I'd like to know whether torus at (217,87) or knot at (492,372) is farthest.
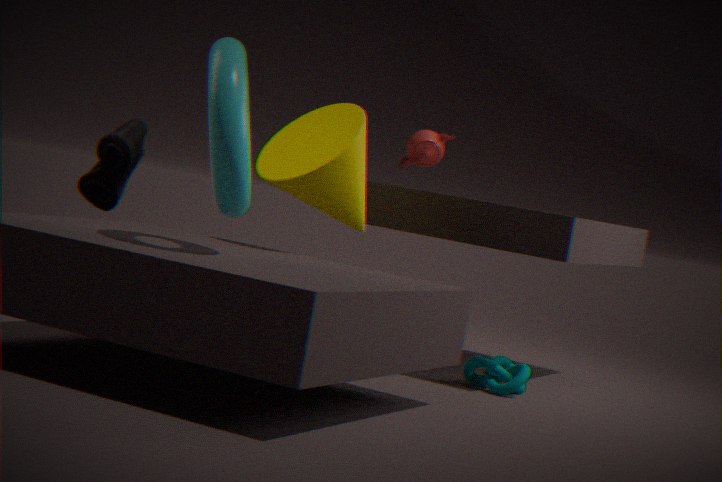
knot at (492,372)
